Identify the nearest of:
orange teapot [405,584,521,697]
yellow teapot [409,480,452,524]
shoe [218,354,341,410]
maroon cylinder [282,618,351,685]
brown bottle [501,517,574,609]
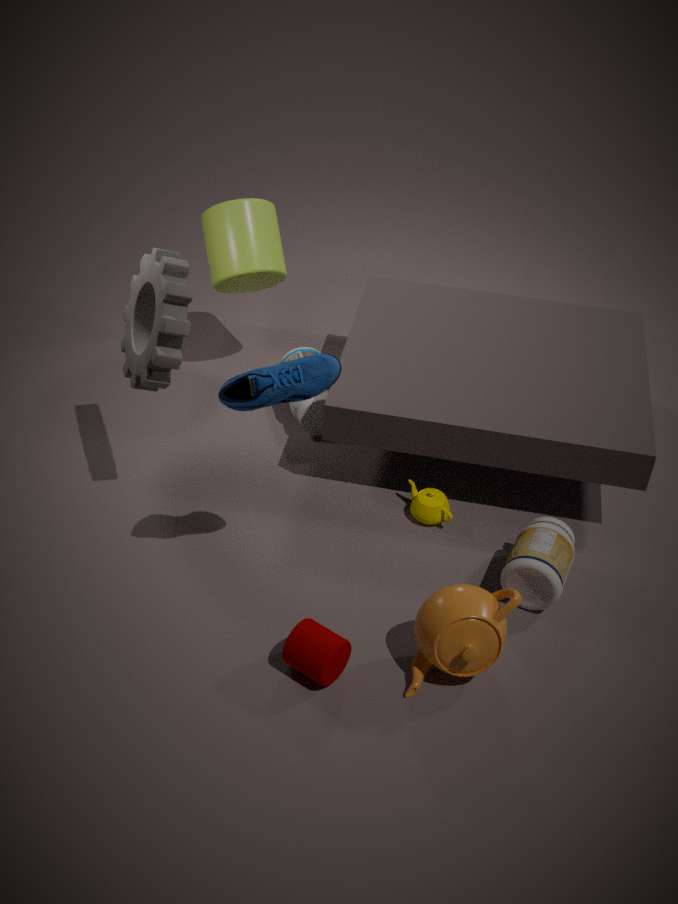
shoe [218,354,341,410]
